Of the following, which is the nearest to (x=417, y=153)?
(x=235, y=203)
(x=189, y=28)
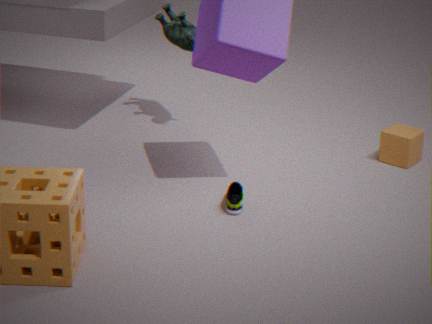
(x=235, y=203)
